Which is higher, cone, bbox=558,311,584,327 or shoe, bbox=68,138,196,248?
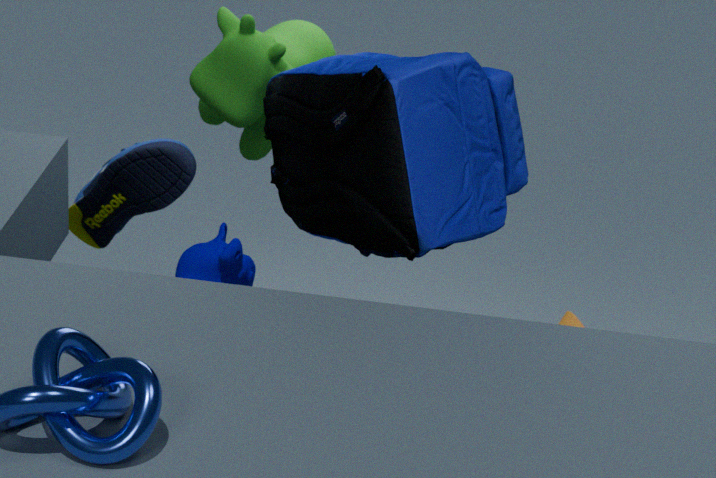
shoe, bbox=68,138,196,248
